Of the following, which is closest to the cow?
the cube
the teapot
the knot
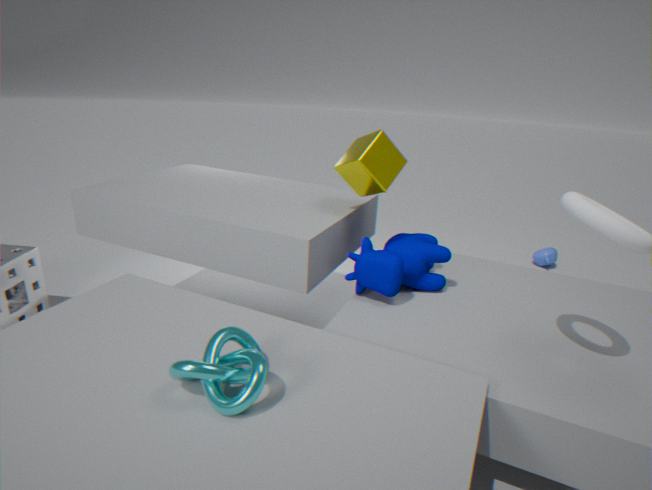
the cube
